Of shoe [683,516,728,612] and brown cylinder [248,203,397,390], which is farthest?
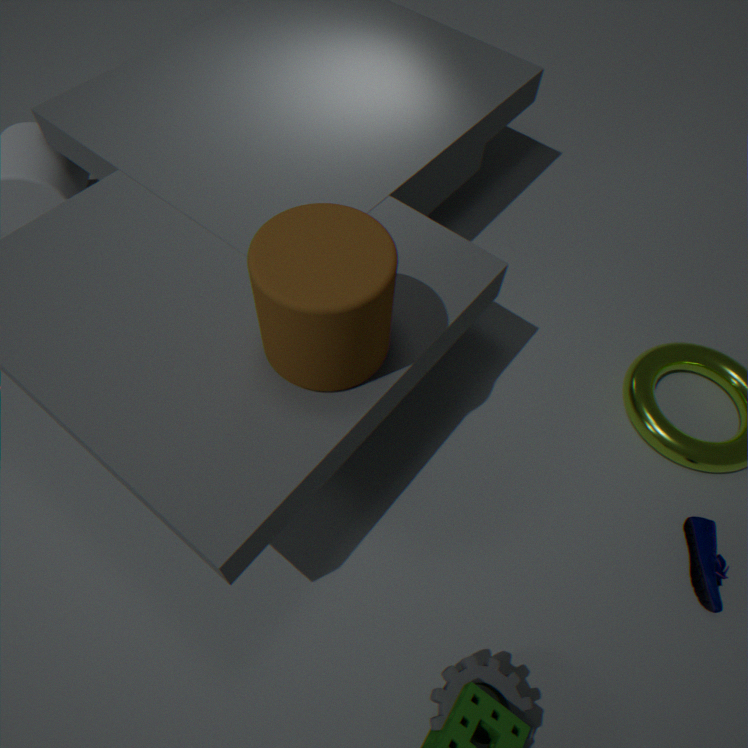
shoe [683,516,728,612]
